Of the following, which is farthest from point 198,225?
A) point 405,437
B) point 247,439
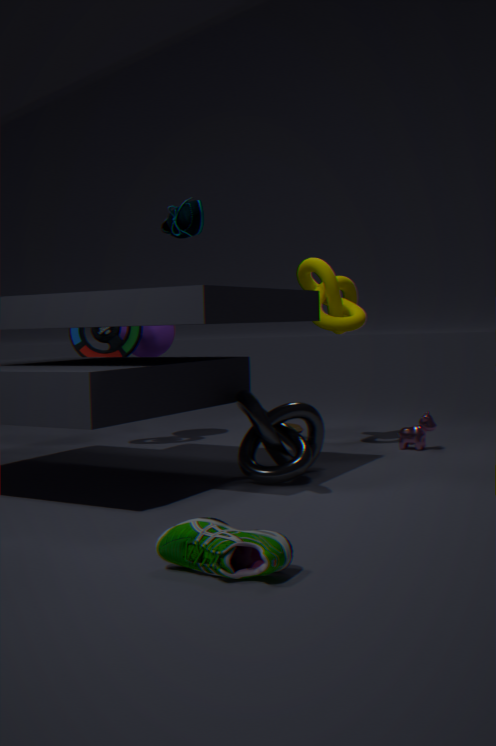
point 405,437
